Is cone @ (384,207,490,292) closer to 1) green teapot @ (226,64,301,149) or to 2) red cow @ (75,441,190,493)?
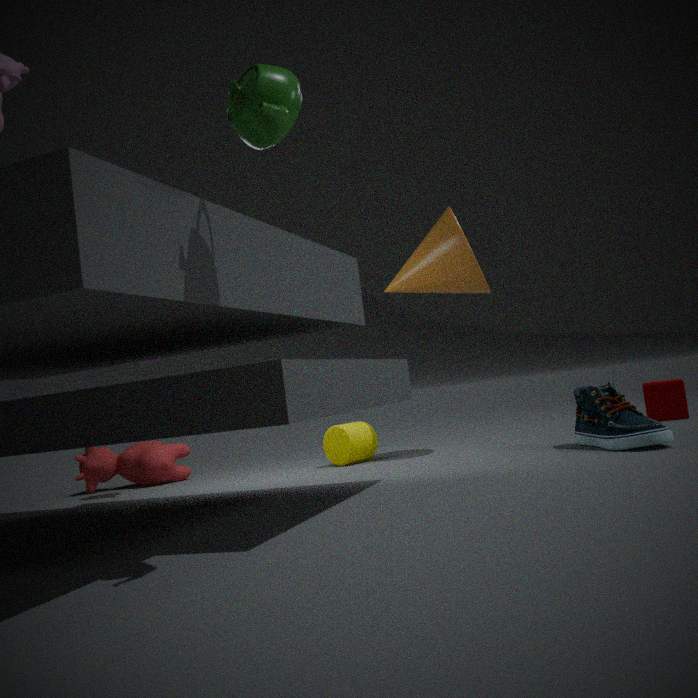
2) red cow @ (75,441,190,493)
